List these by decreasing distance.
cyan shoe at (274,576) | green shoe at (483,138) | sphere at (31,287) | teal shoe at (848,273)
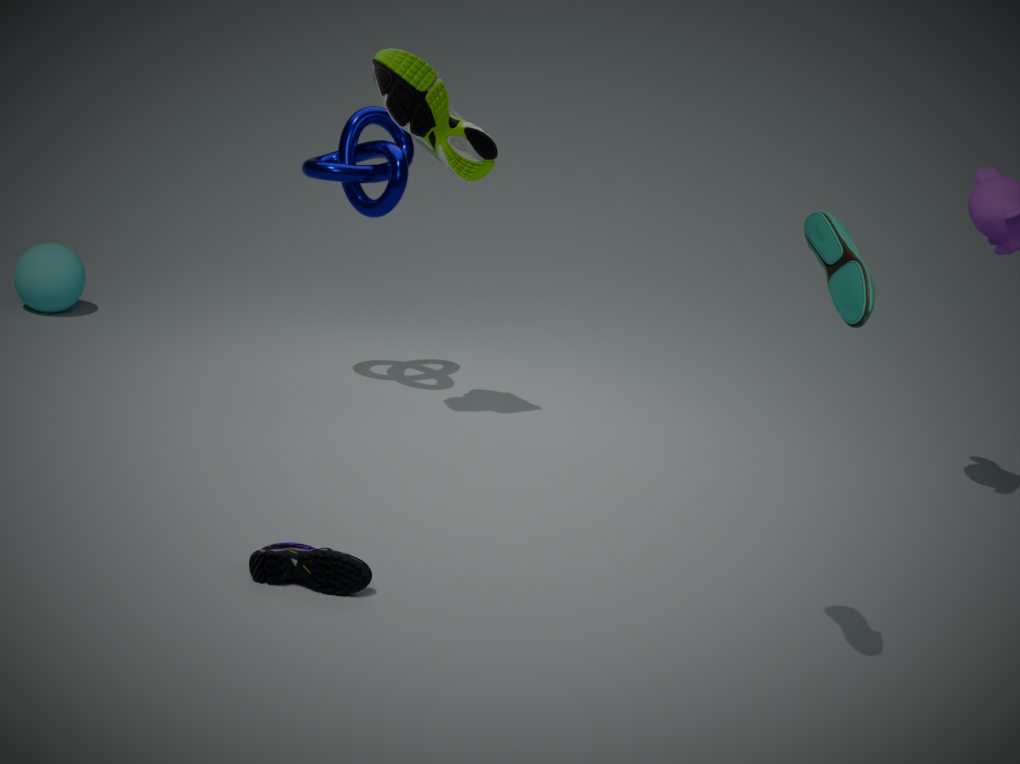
1. sphere at (31,287)
2. green shoe at (483,138)
3. cyan shoe at (274,576)
4. teal shoe at (848,273)
